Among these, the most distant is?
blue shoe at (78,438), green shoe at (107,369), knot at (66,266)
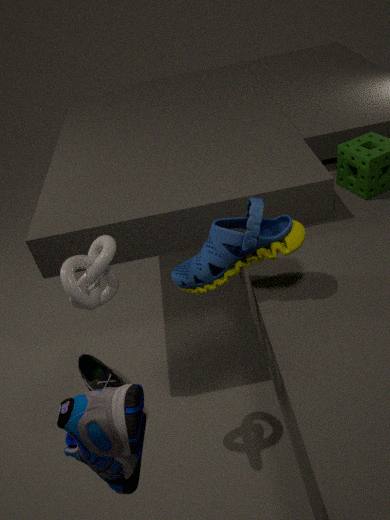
green shoe at (107,369)
